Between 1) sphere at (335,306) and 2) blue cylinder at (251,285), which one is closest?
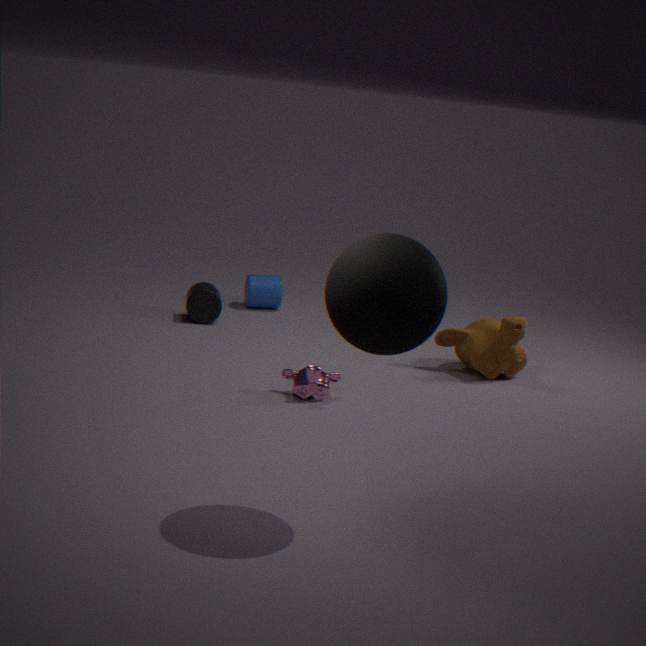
1. sphere at (335,306)
